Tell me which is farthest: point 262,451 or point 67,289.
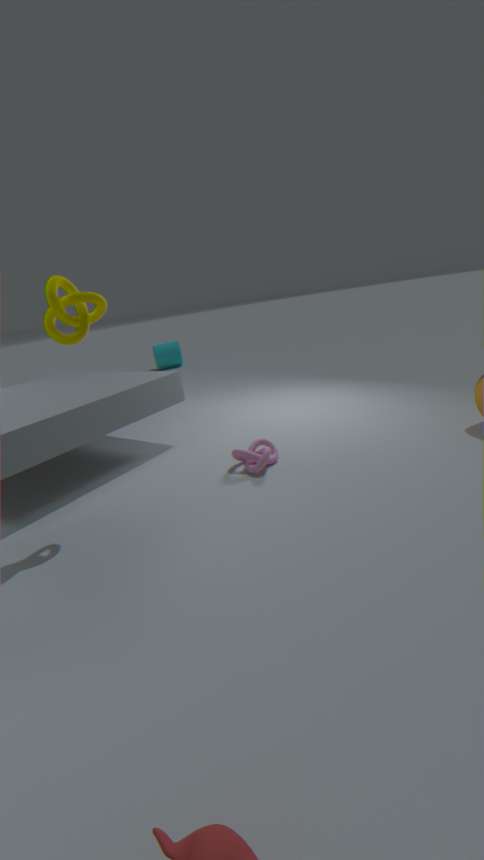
point 262,451
